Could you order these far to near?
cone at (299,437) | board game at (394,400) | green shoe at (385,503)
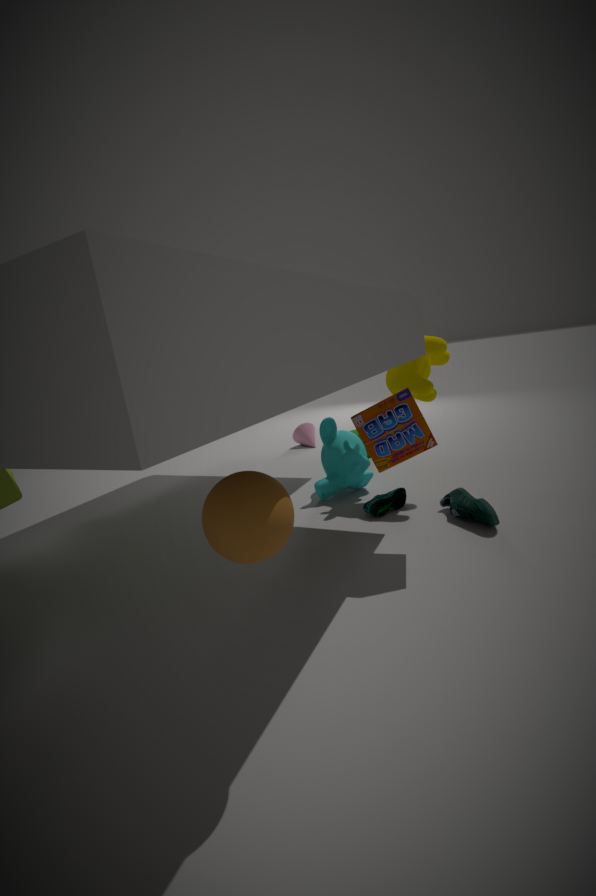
cone at (299,437) < green shoe at (385,503) < board game at (394,400)
